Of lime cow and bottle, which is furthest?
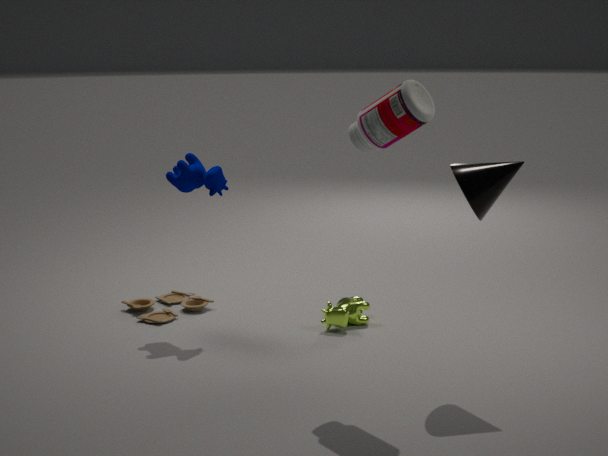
lime cow
